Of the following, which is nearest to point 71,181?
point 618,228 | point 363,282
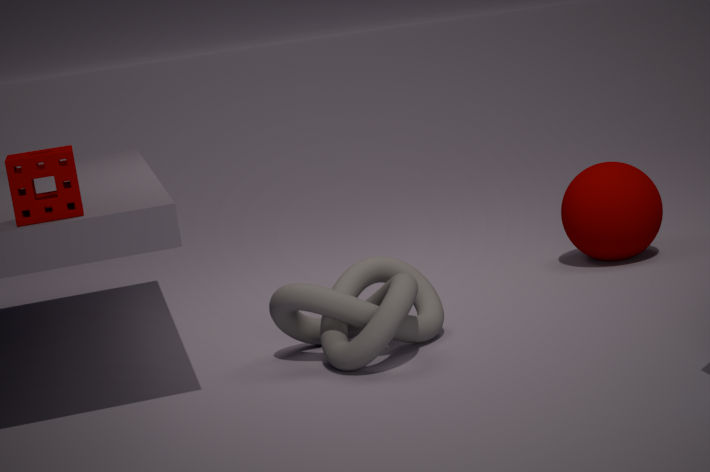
point 363,282
